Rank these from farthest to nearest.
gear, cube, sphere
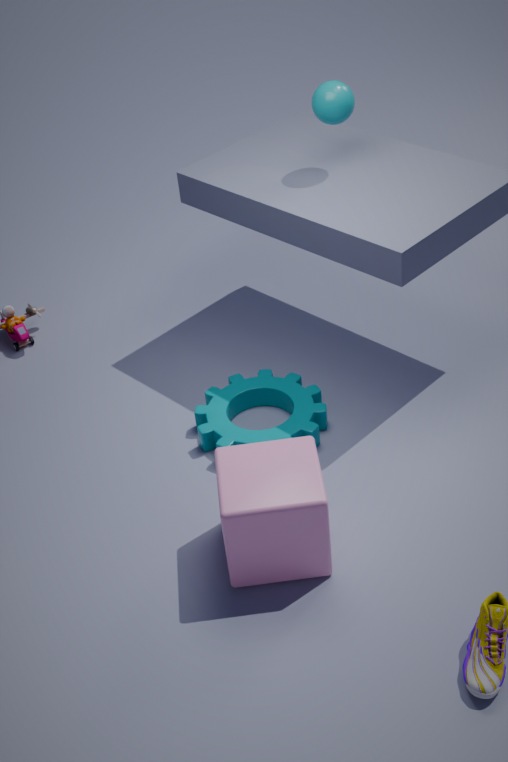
sphere, gear, cube
